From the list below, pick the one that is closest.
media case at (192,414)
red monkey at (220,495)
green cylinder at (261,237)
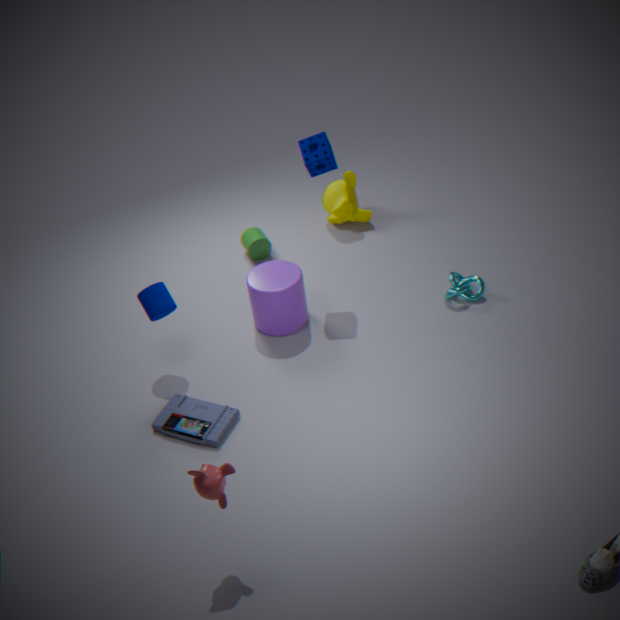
red monkey at (220,495)
